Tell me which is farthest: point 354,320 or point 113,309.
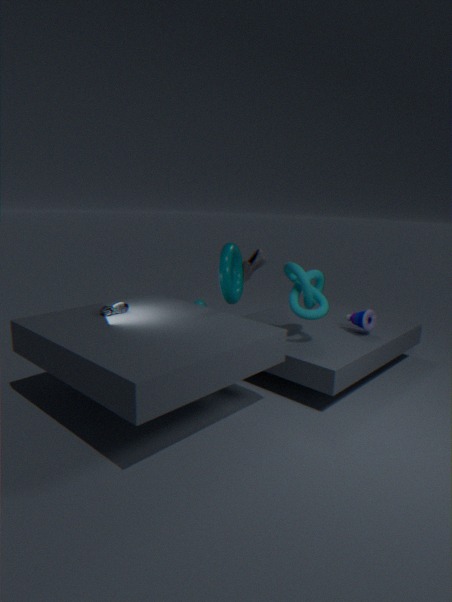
point 354,320
